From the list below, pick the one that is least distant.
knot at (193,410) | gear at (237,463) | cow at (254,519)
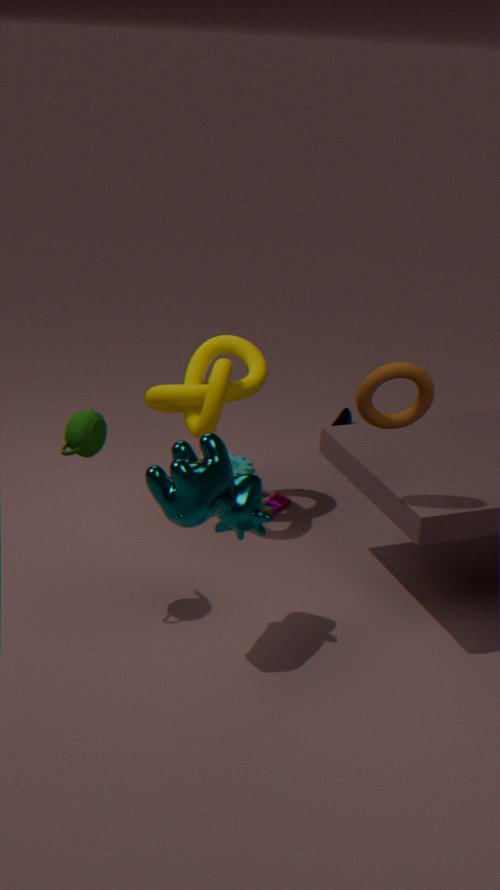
cow at (254,519)
